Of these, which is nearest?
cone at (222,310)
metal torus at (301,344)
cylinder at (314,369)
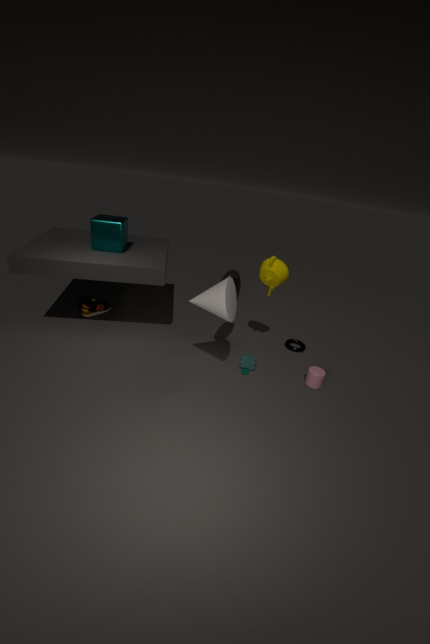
cone at (222,310)
